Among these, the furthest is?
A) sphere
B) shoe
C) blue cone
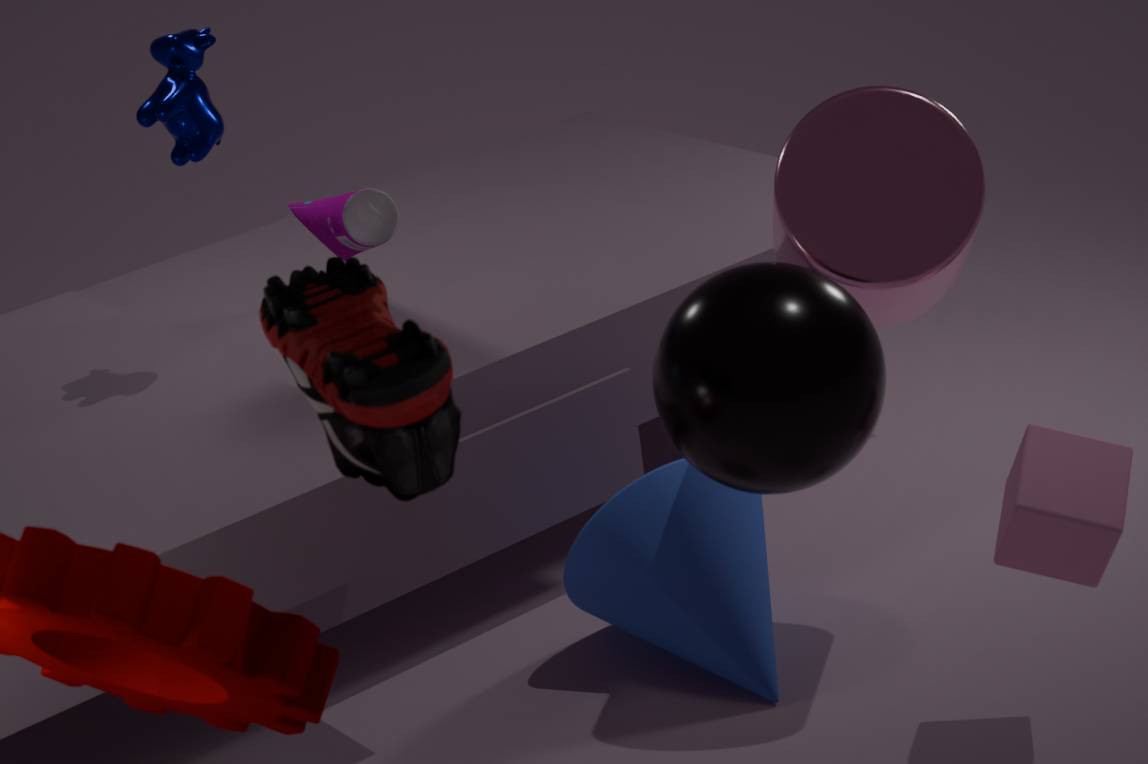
blue cone
